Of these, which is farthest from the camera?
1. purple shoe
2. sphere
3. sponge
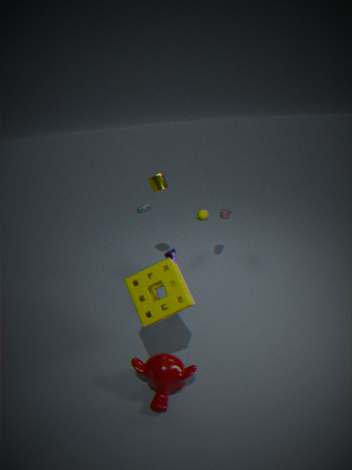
sphere
